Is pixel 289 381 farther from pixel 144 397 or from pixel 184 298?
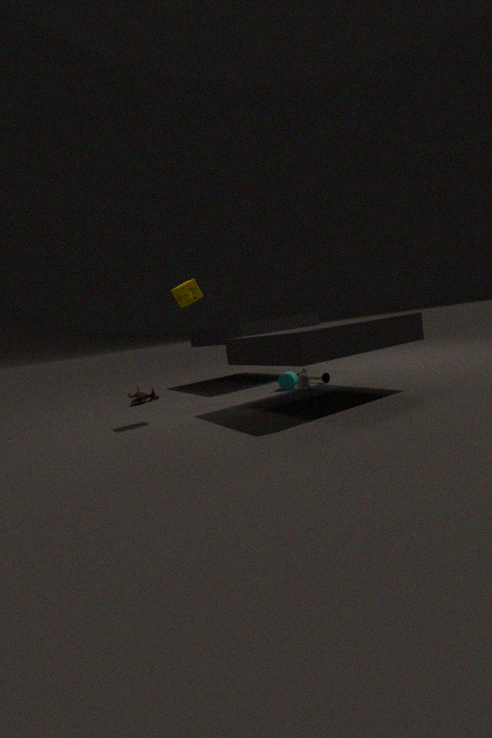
pixel 144 397
